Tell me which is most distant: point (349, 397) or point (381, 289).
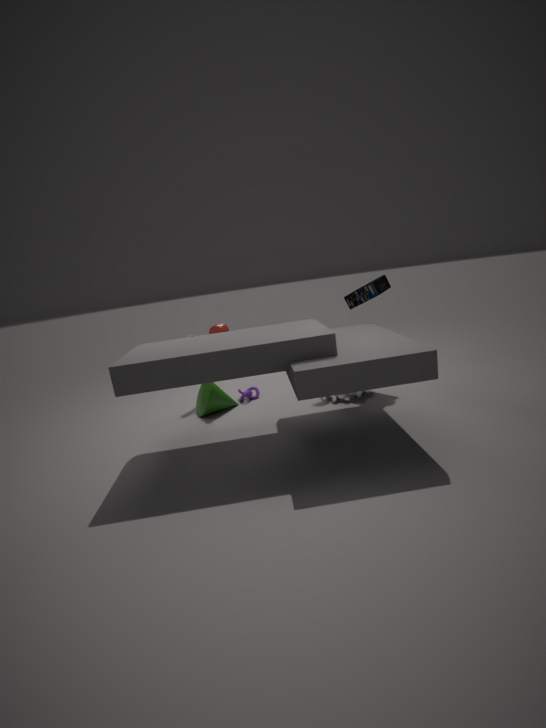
point (381, 289)
